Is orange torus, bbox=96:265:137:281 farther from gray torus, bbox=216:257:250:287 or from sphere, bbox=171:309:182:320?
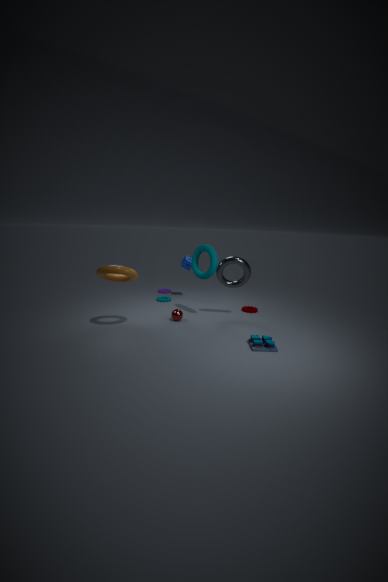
gray torus, bbox=216:257:250:287
